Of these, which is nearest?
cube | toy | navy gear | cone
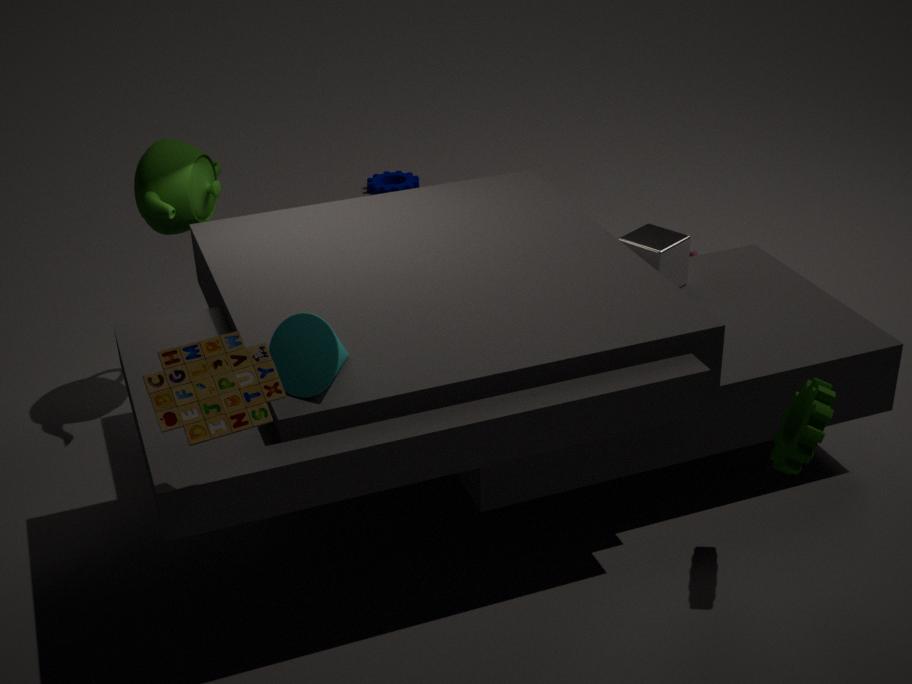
toy
